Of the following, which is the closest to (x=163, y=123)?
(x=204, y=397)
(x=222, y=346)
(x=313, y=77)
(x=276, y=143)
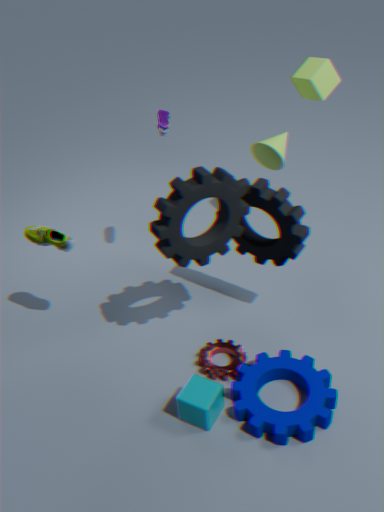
(x=276, y=143)
